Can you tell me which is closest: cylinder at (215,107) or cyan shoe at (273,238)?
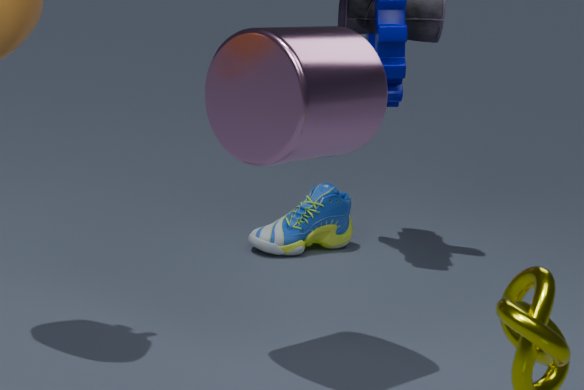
cylinder at (215,107)
